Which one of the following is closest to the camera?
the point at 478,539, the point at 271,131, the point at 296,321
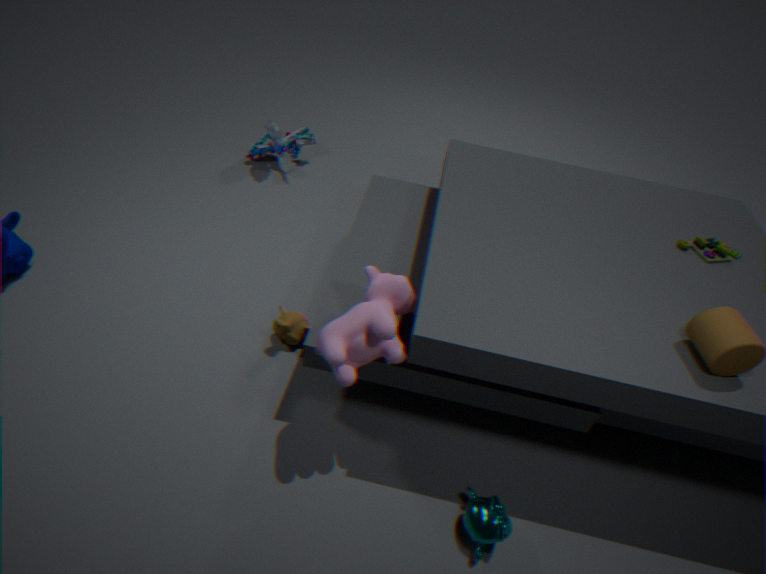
the point at 478,539
